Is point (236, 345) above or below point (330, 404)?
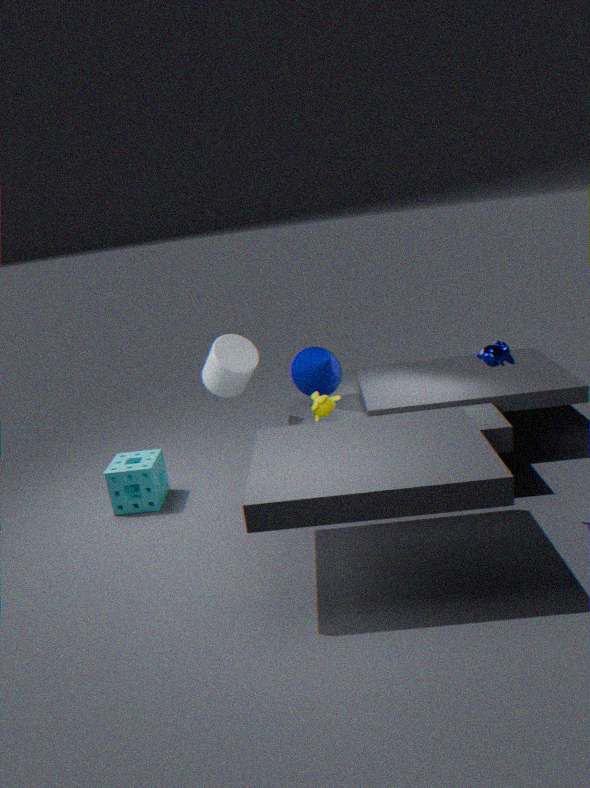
above
